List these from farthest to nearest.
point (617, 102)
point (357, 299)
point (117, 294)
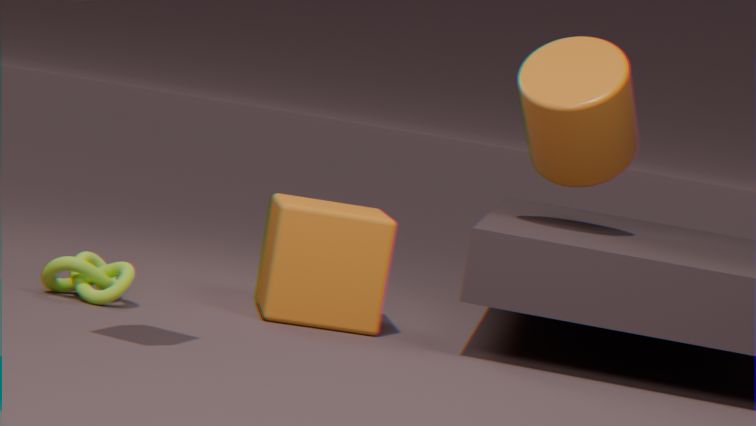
point (617, 102) < point (357, 299) < point (117, 294)
